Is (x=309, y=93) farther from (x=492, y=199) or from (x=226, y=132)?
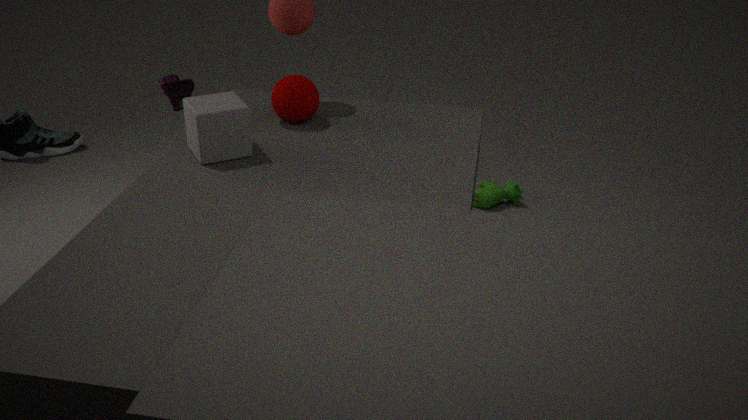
(x=492, y=199)
